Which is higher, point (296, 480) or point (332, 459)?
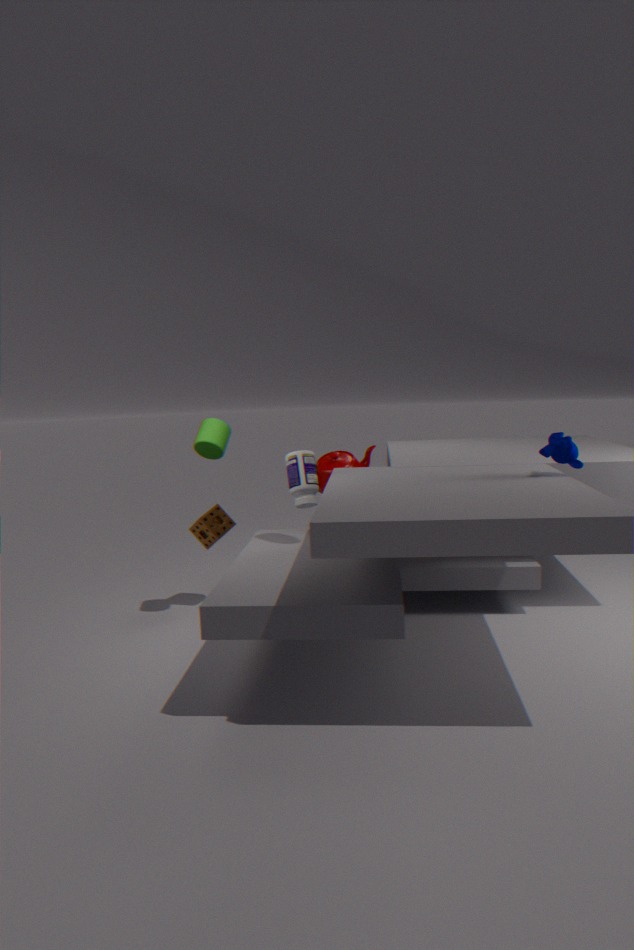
point (296, 480)
